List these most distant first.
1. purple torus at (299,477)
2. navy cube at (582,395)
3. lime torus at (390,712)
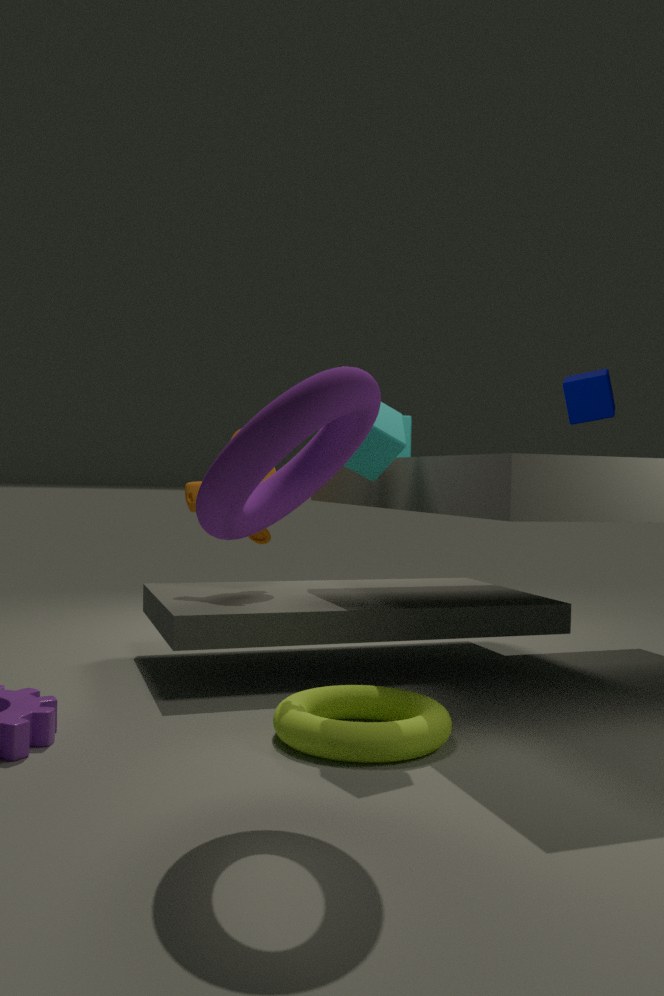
navy cube at (582,395) → lime torus at (390,712) → purple torus at (299,477)
